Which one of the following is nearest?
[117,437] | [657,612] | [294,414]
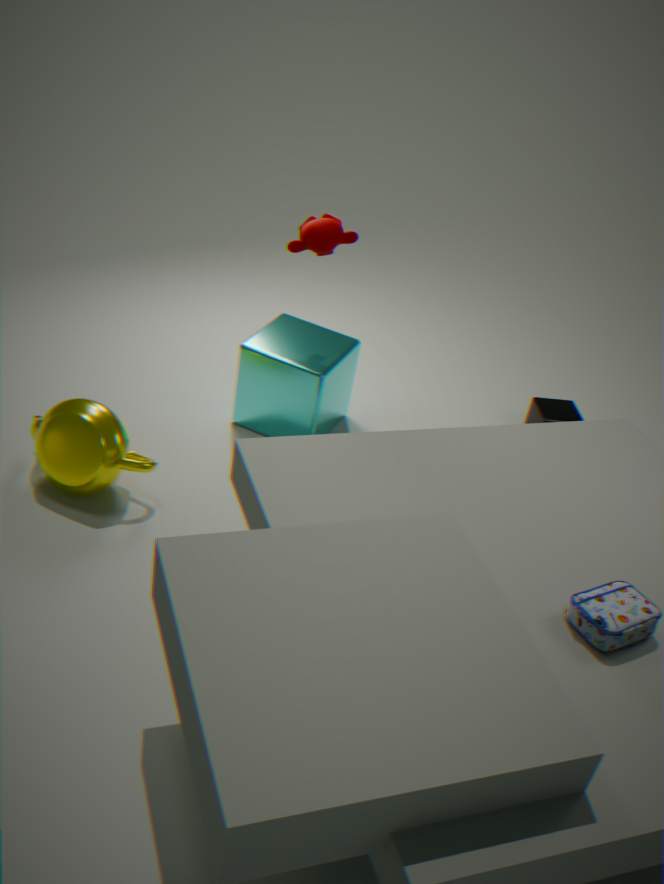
[657,612]
